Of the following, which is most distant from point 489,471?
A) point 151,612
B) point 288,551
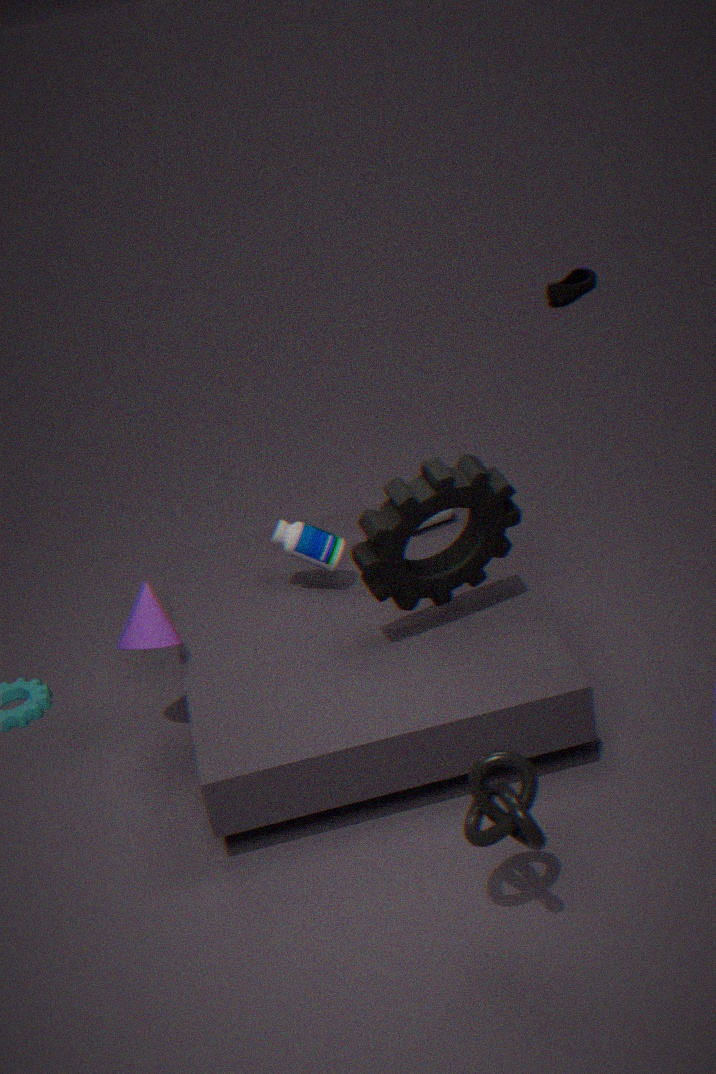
point 151,612
